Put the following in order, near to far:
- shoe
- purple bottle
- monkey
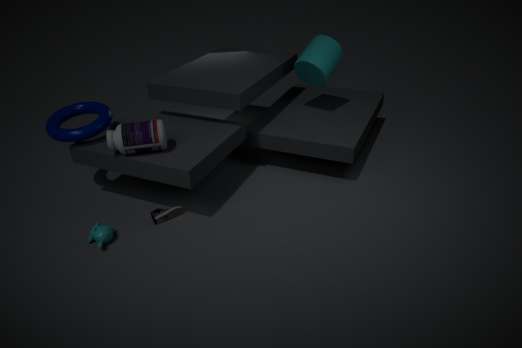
monkey
purple bottle
shoe
